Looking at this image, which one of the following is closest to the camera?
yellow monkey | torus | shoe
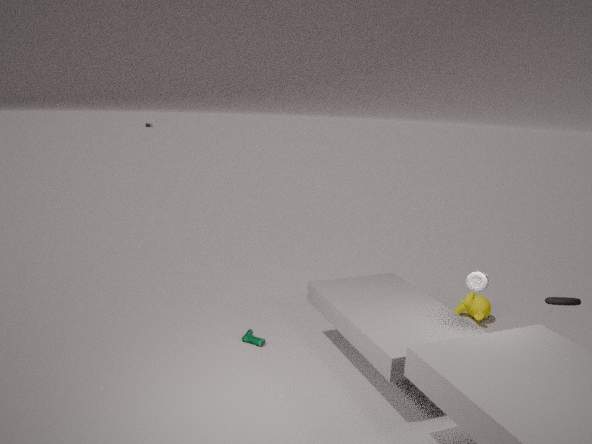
torus
